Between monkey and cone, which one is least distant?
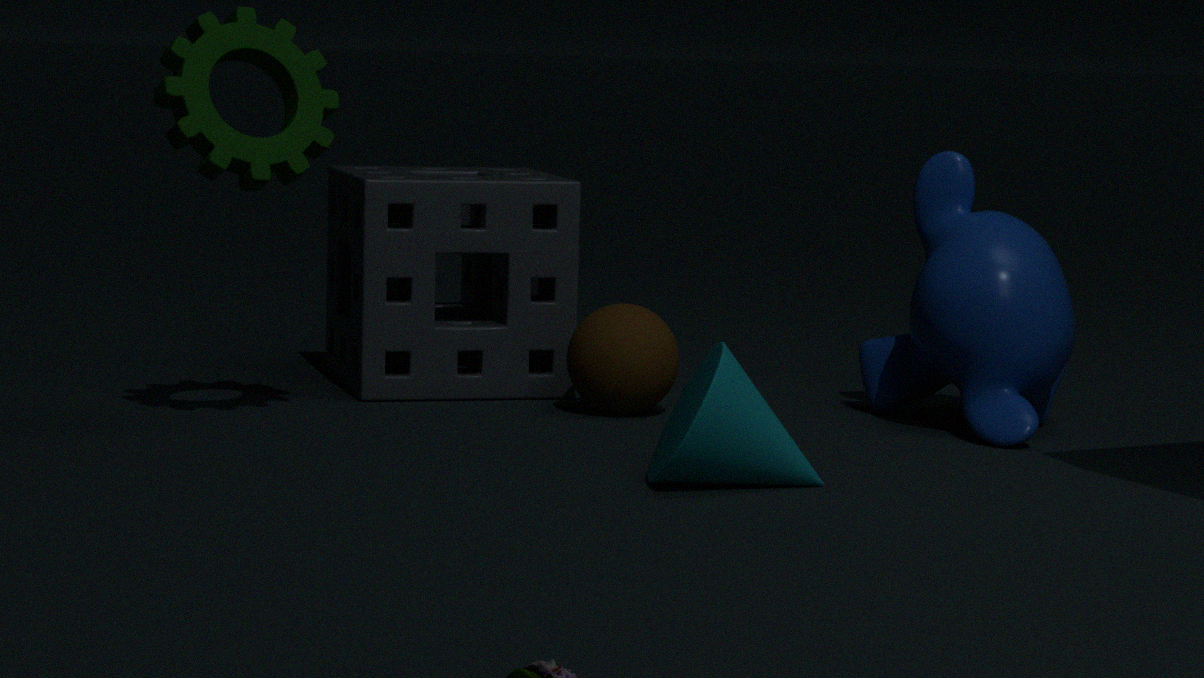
cone
